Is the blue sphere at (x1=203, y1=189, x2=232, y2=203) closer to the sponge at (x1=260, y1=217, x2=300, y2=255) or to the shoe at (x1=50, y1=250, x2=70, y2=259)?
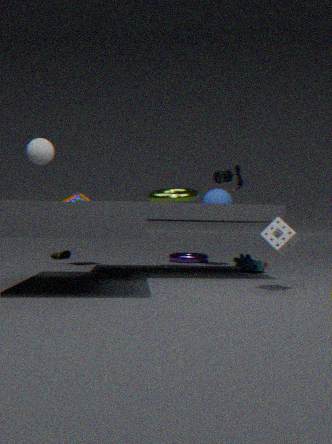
the sponge at (x1=260, y1=217, x2=300, y2=255)
